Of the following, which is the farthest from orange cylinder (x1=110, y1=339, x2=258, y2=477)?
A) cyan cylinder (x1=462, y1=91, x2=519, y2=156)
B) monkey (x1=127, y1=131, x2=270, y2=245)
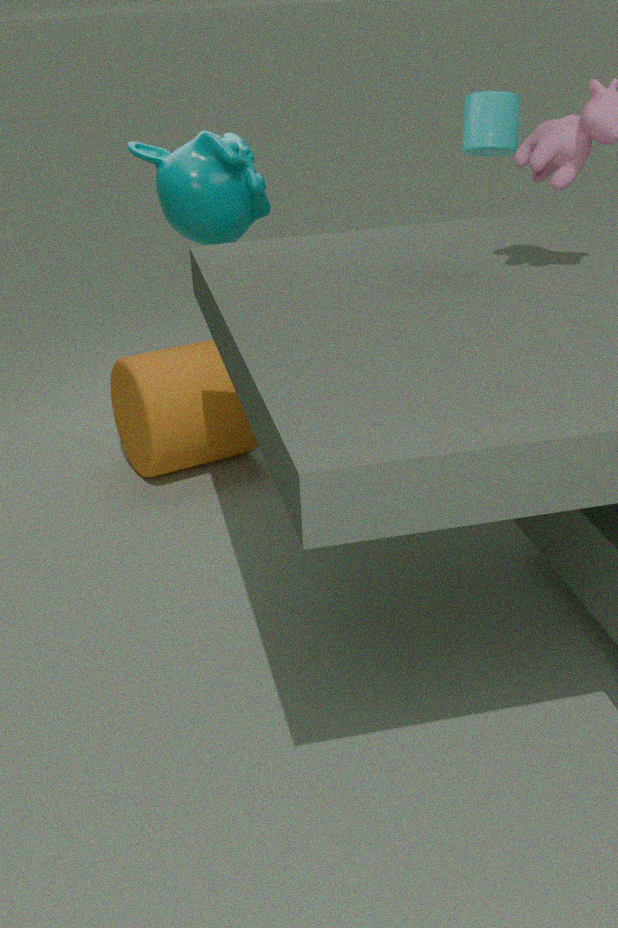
cyan cylinder (x1=462, y1=91, x2=519, y2=156)
